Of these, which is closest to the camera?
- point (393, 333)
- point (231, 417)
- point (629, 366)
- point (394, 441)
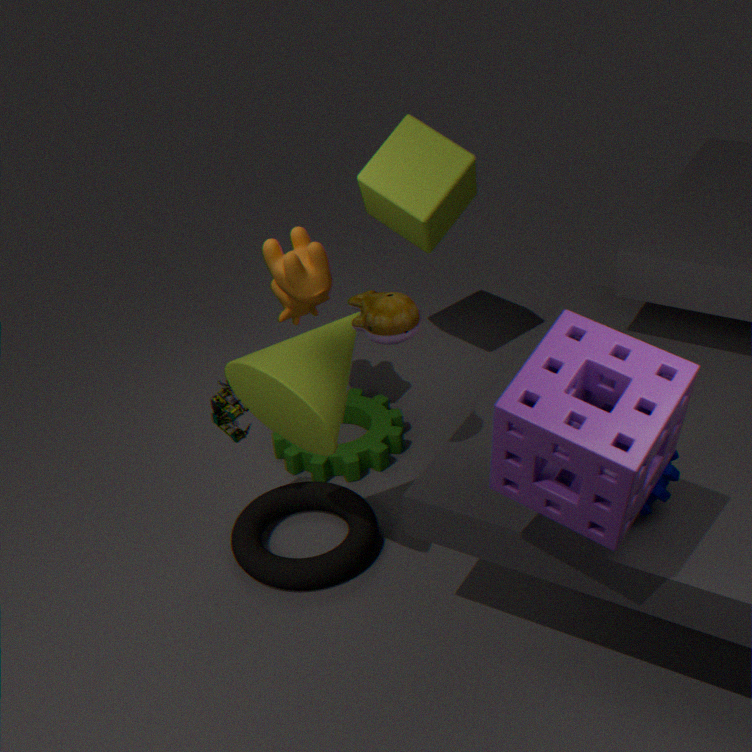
point (629, 366)
